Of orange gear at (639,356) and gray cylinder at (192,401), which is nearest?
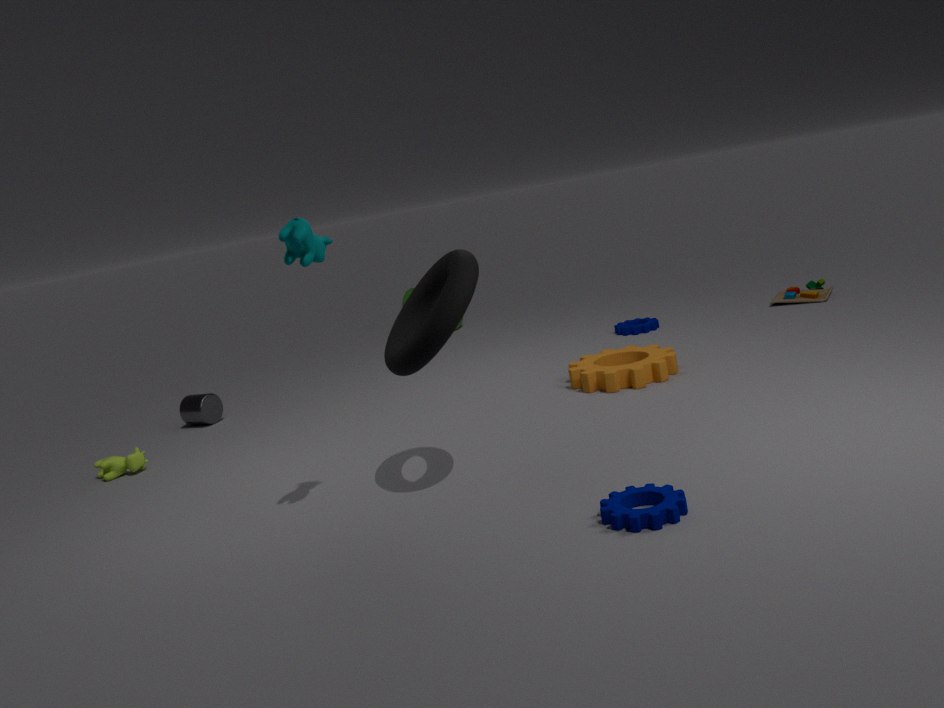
orange gear at (639,356)
